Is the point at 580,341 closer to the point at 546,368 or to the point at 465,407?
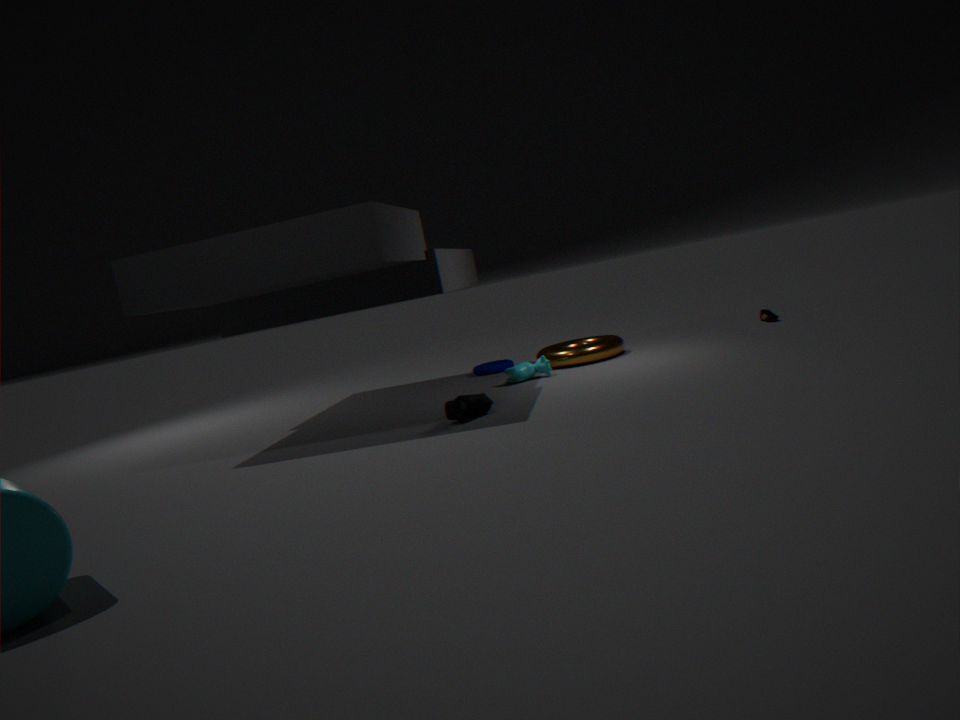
the point at 546,368
